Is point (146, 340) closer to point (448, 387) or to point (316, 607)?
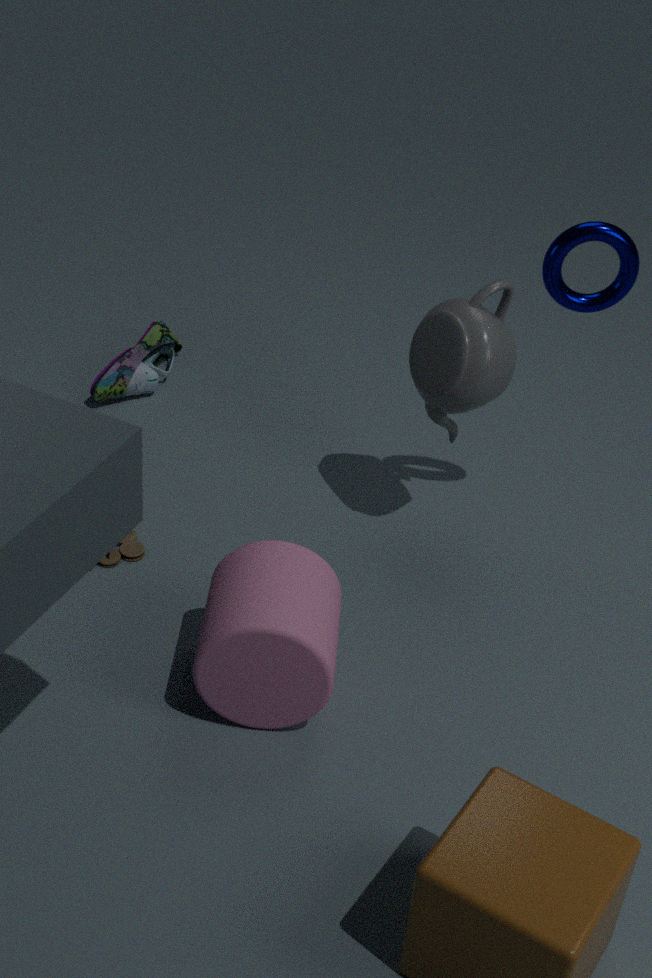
point (448, 387)
